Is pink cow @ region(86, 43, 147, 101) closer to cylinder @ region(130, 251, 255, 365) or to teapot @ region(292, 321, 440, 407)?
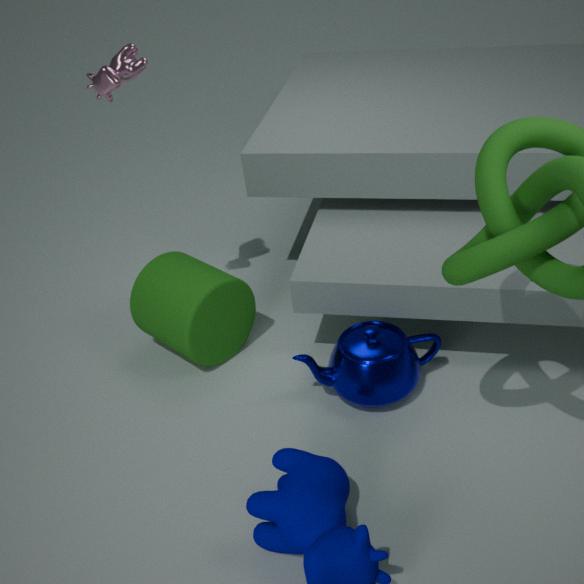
cylinder @ region(130, 251, 255, 365)
